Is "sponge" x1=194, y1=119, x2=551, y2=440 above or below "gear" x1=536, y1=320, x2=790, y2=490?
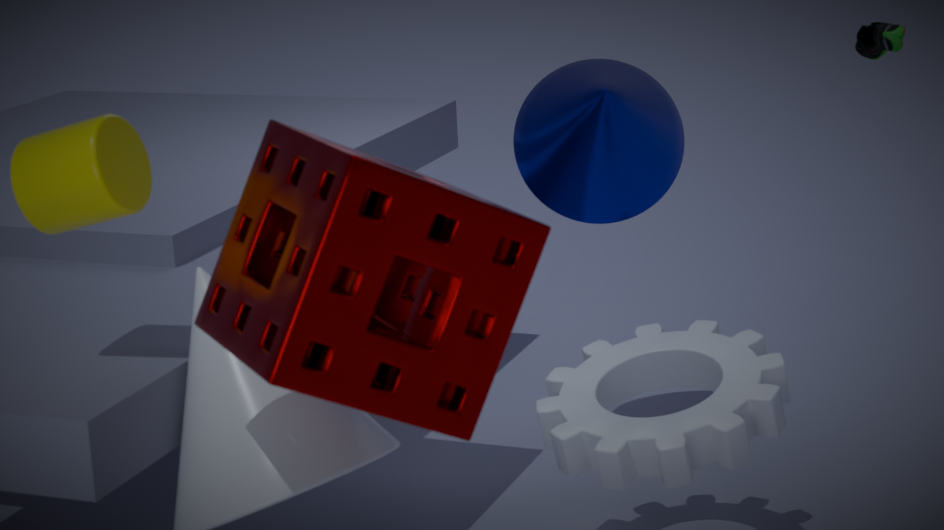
above
